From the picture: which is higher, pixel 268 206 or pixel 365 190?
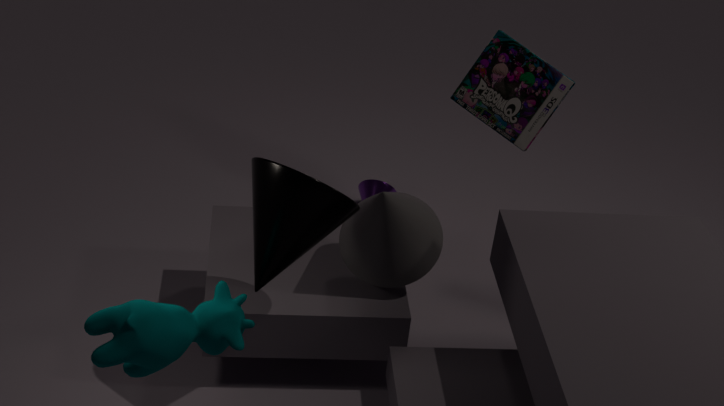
pixel 268 206
